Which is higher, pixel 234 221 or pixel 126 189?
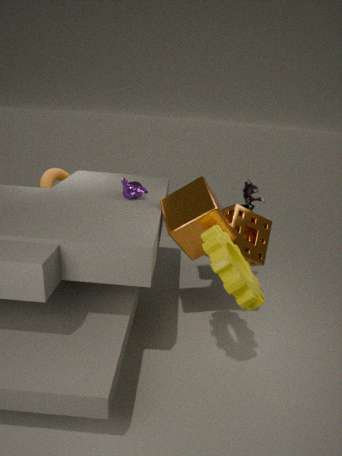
pixel 126 189
